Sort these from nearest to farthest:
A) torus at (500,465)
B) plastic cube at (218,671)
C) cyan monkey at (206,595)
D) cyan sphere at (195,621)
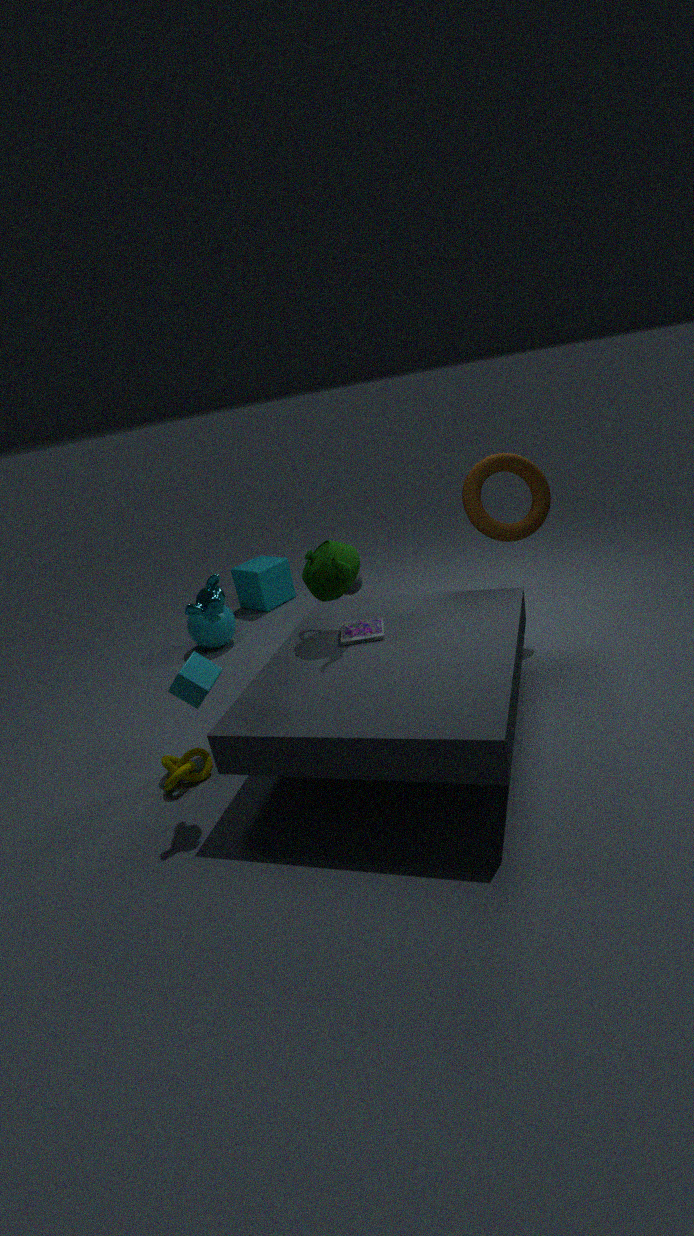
cyan monkey at (206,595) < plastic cube at (218,671) < torus at (500,465) < cyan sphere at (195,621)
